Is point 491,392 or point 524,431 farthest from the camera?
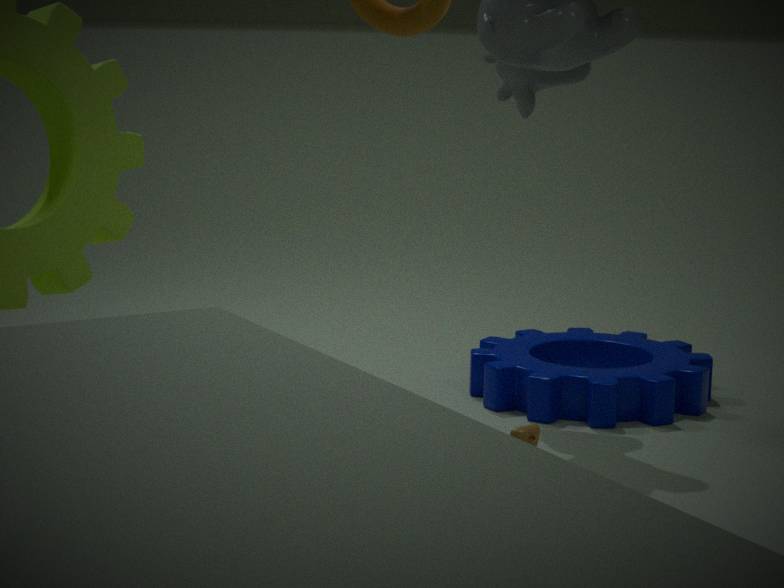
point 491,392
